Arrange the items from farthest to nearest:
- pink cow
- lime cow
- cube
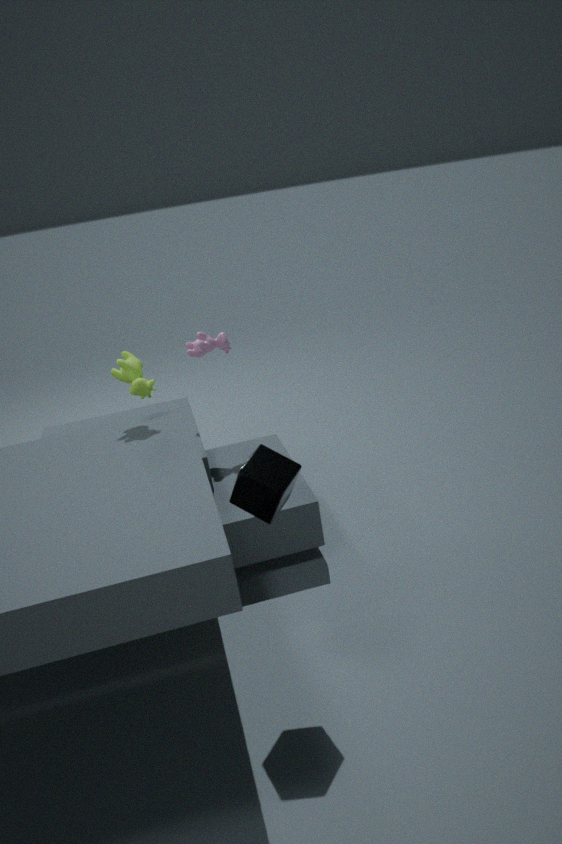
pink cow < lime cow < cube
